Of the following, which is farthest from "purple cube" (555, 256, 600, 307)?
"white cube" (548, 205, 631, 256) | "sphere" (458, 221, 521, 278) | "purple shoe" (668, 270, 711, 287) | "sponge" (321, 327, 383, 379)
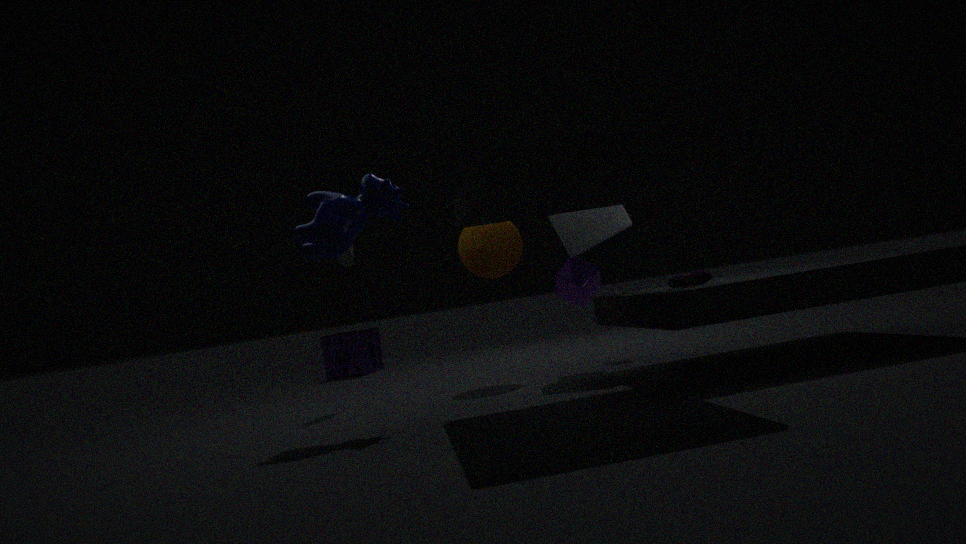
"sponge" (321, 327, 383, 379)
